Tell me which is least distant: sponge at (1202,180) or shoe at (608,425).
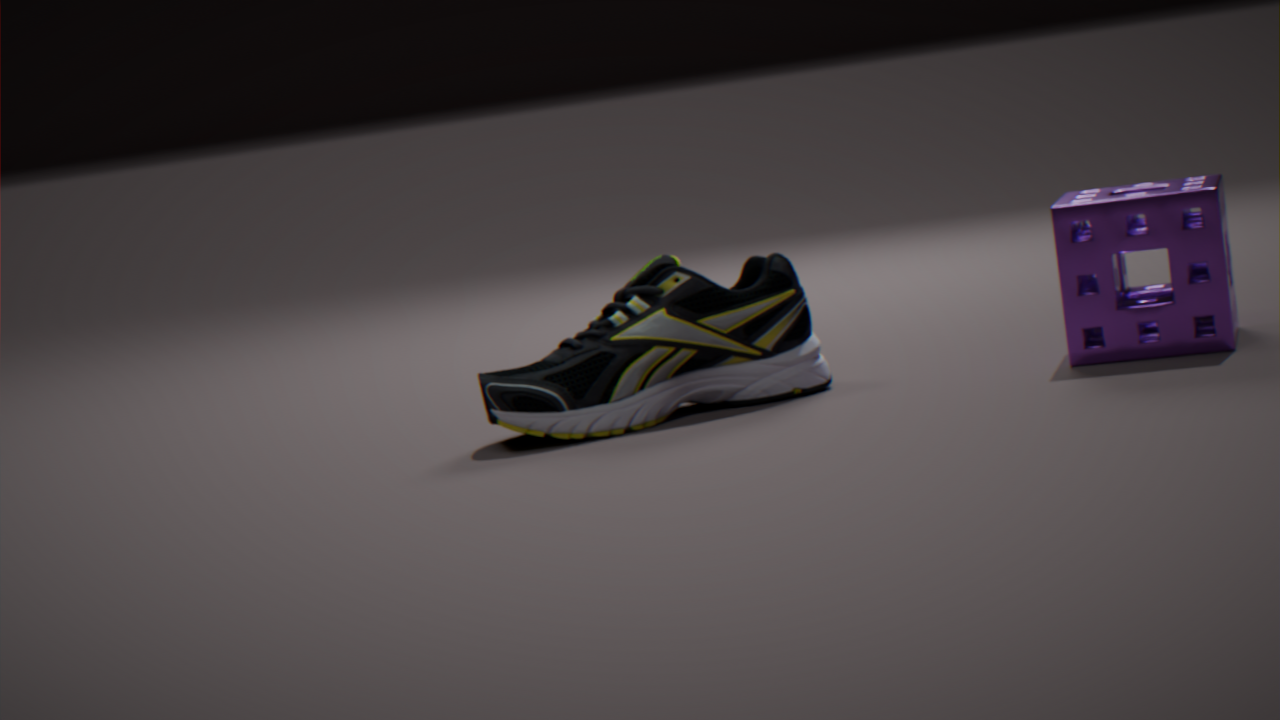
sponge at (1202,180)
